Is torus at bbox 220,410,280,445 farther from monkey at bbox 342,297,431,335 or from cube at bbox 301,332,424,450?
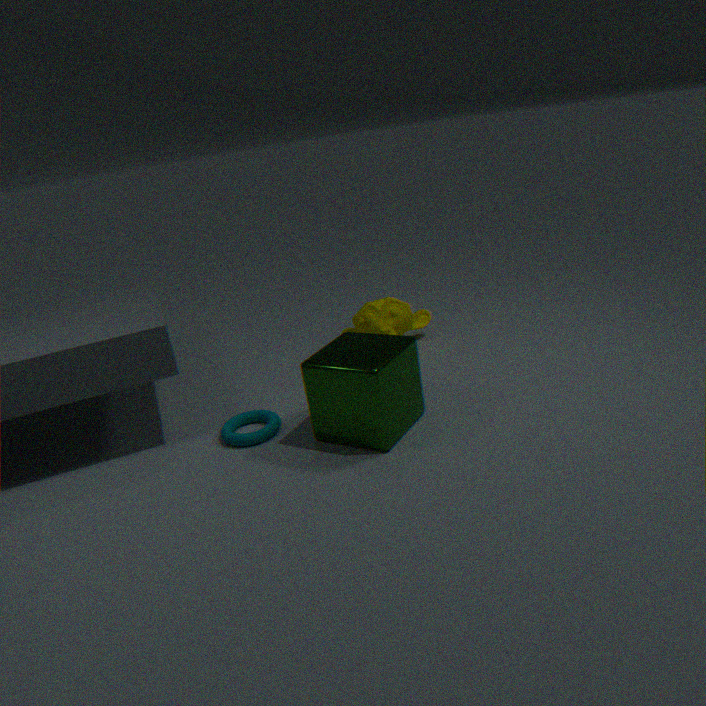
monkey at bbox 342,297,431,335
